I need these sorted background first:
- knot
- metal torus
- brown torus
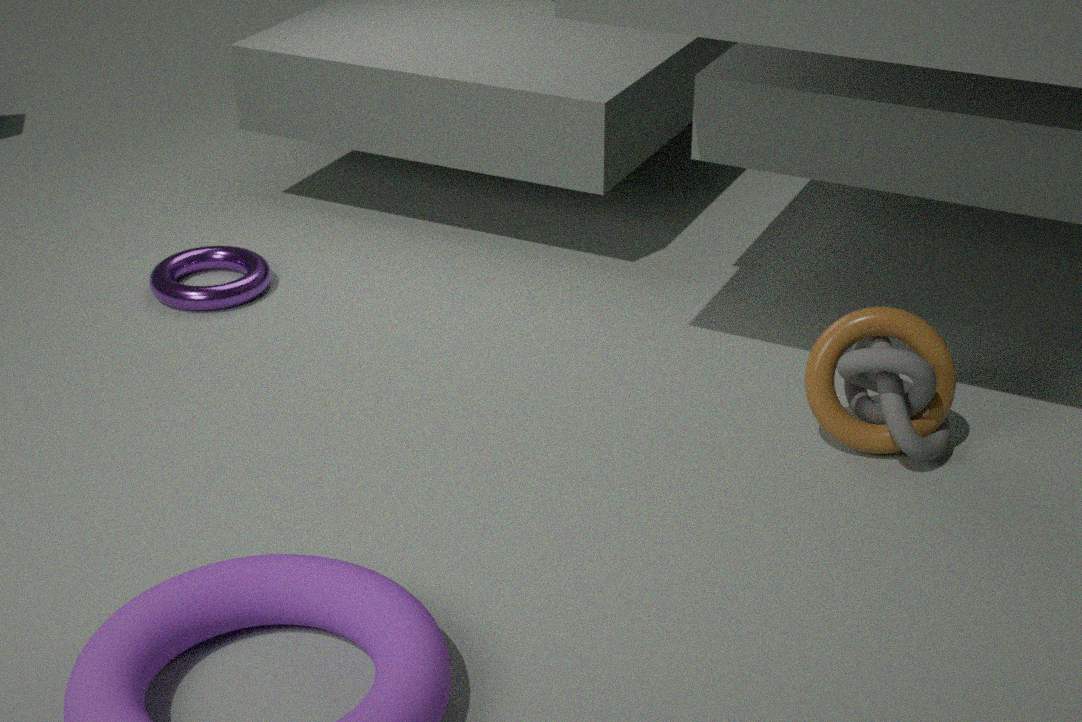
metal torus, brown torus, knot
